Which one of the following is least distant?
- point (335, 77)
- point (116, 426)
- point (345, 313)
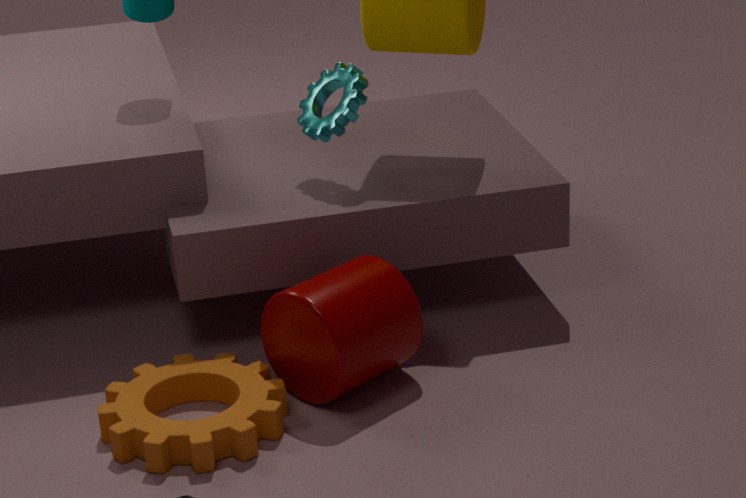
point (116, 426)
